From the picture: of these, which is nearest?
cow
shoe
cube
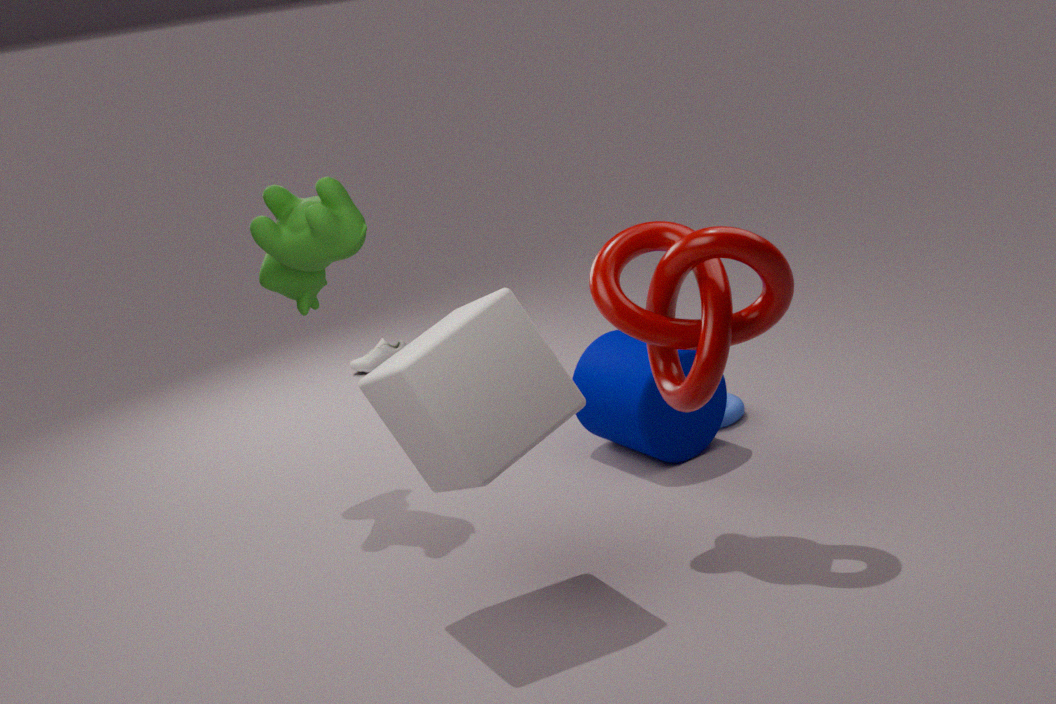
cube
